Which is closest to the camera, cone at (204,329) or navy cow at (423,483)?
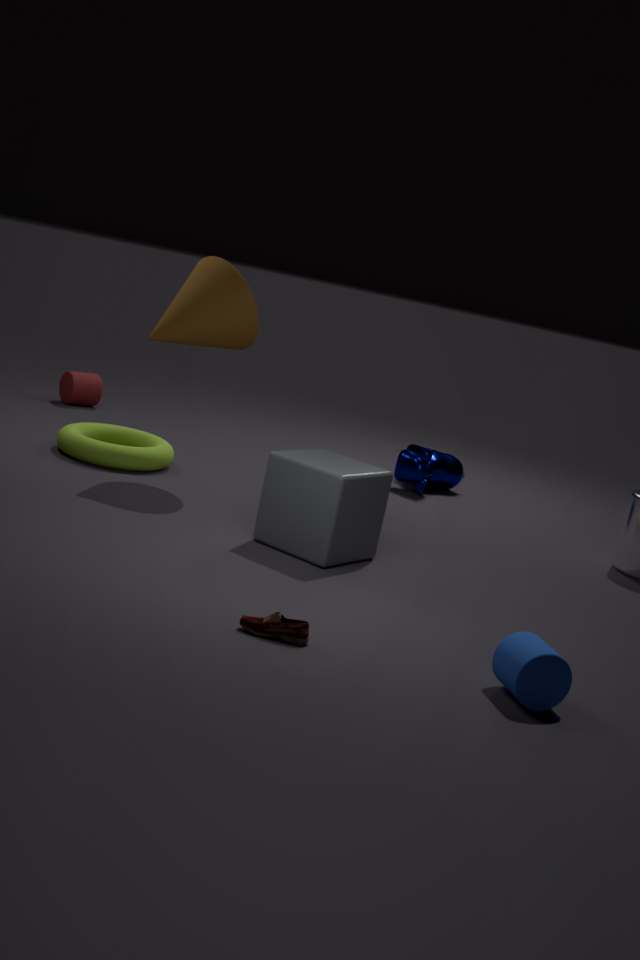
cone at (204,329)
